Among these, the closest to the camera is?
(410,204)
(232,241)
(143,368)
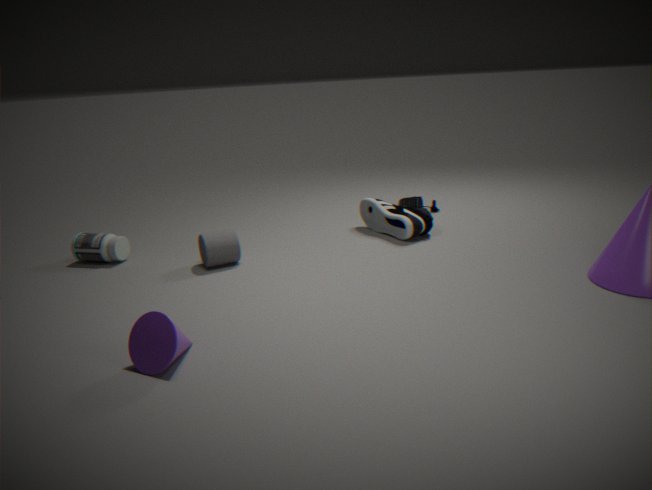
(143,368)
